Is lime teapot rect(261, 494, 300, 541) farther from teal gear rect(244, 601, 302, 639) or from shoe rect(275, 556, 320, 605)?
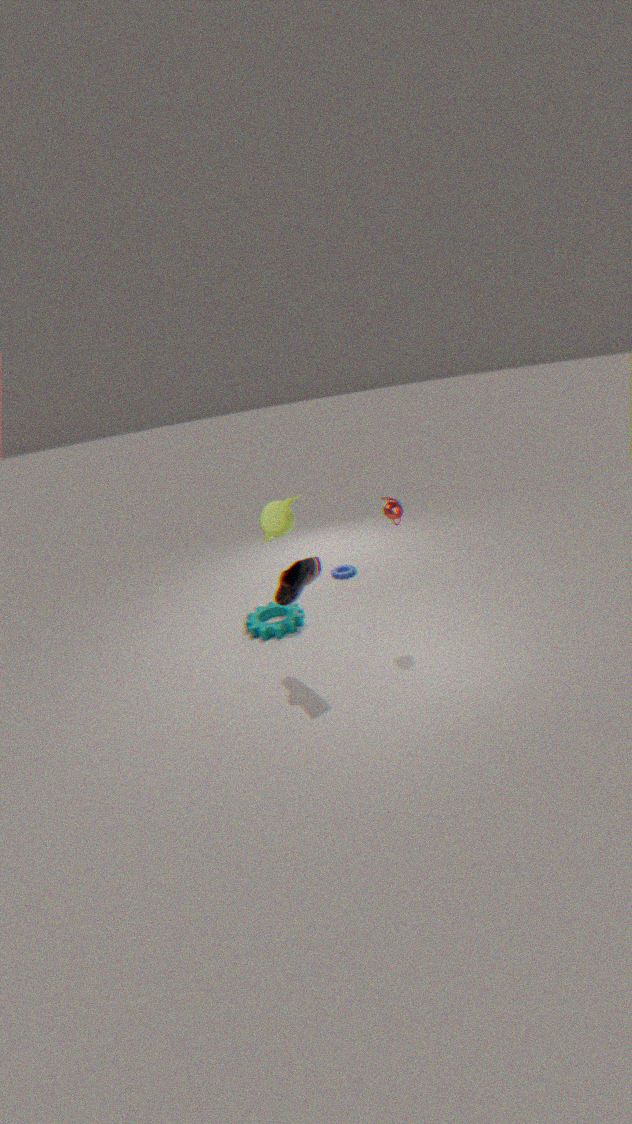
shoe rect(275, 556, 320, 605)
